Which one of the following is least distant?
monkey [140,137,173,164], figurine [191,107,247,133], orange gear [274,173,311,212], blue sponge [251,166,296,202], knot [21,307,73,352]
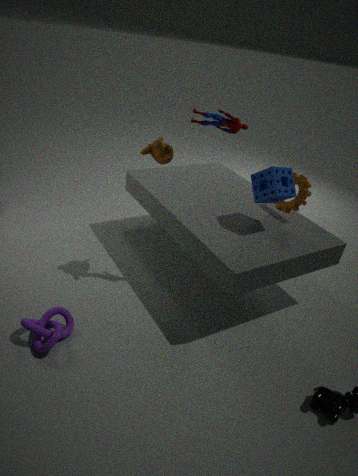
knot [21,307,73,352]
